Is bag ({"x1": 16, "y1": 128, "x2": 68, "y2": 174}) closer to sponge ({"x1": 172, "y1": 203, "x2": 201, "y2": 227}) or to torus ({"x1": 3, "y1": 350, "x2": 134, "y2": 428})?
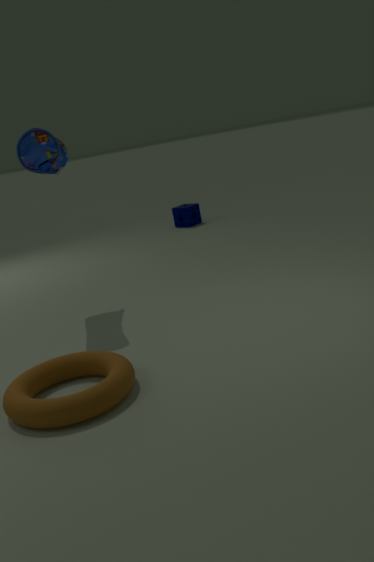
torus ({"x1": 3, "y1": 350, "x2": 134, "y2": 428})
